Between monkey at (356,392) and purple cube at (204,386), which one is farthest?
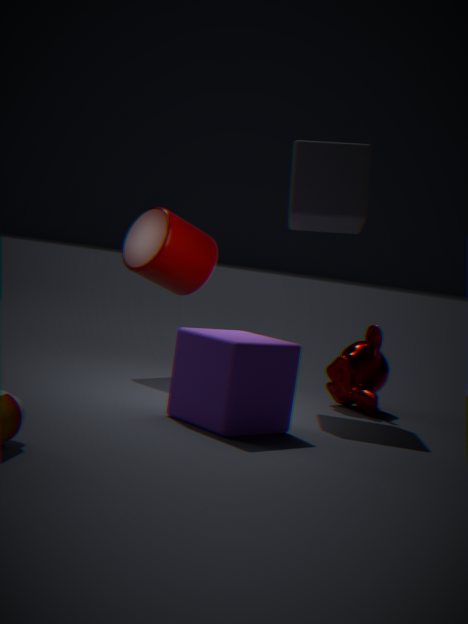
monkey at (356,392)
